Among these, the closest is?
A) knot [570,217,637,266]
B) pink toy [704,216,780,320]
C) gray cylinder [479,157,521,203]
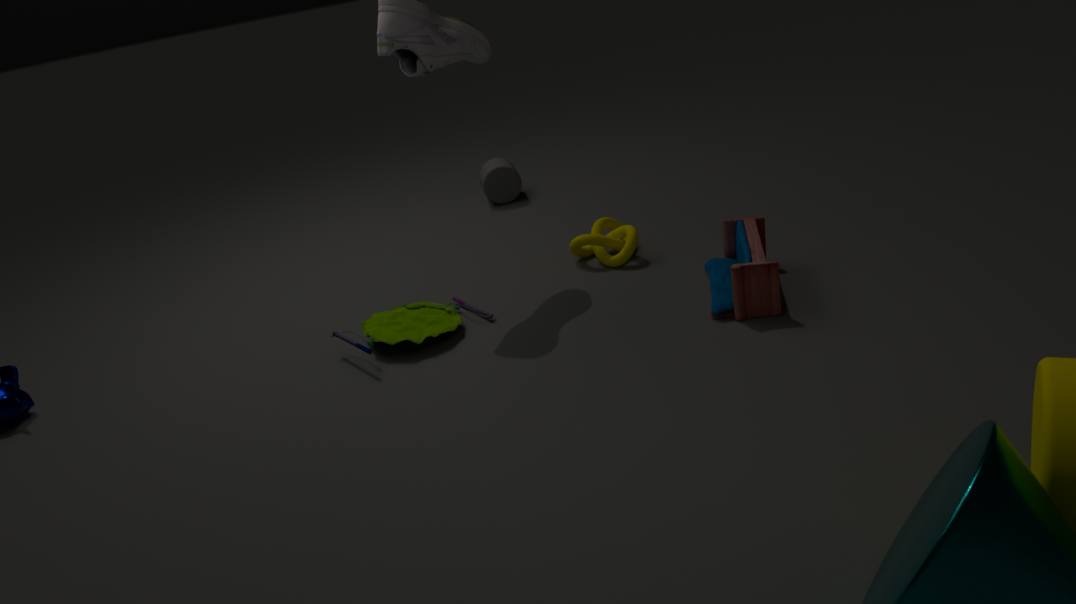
pink toy [704,216,780,320]
